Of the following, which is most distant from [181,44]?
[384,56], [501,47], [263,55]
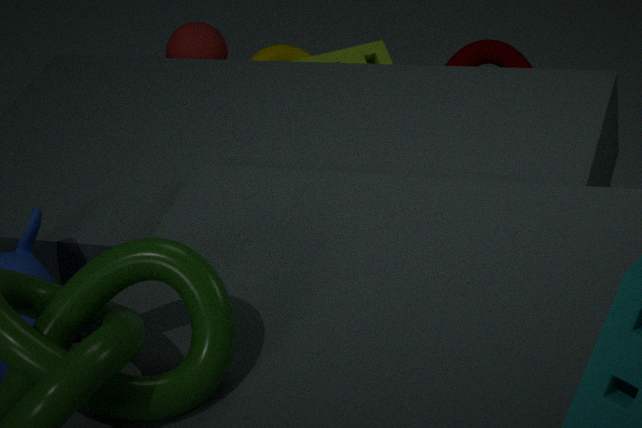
[501,47]
